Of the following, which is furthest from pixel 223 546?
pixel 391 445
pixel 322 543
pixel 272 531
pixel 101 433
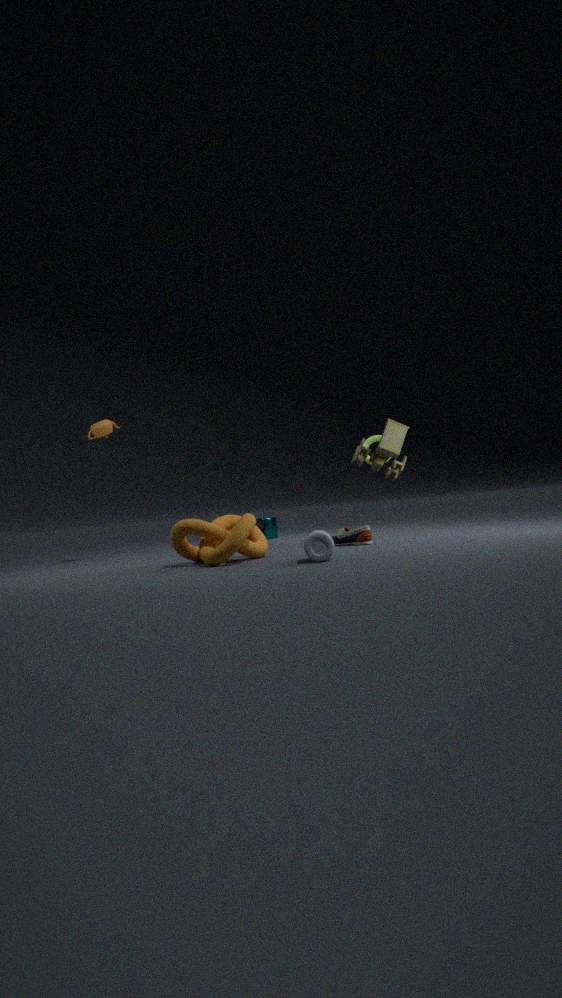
pixel 272 531
